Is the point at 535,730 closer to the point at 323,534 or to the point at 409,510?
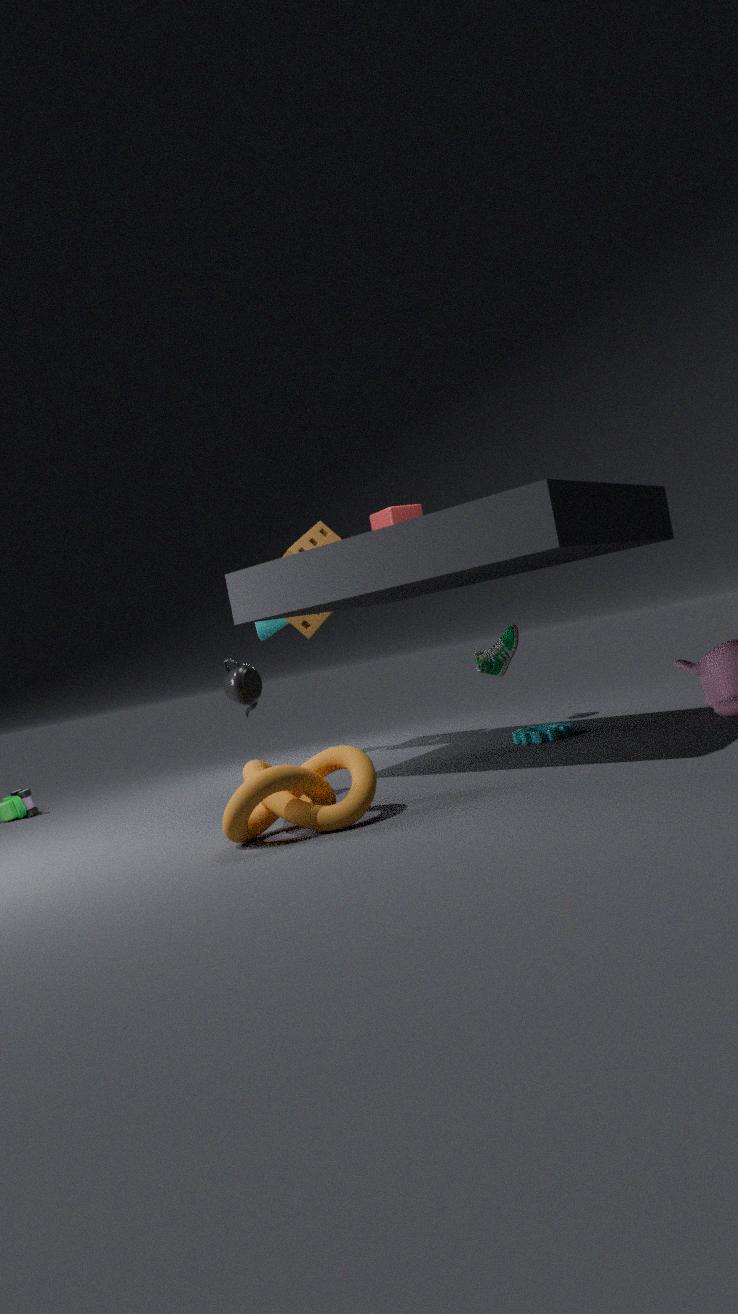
the point at 409,510
